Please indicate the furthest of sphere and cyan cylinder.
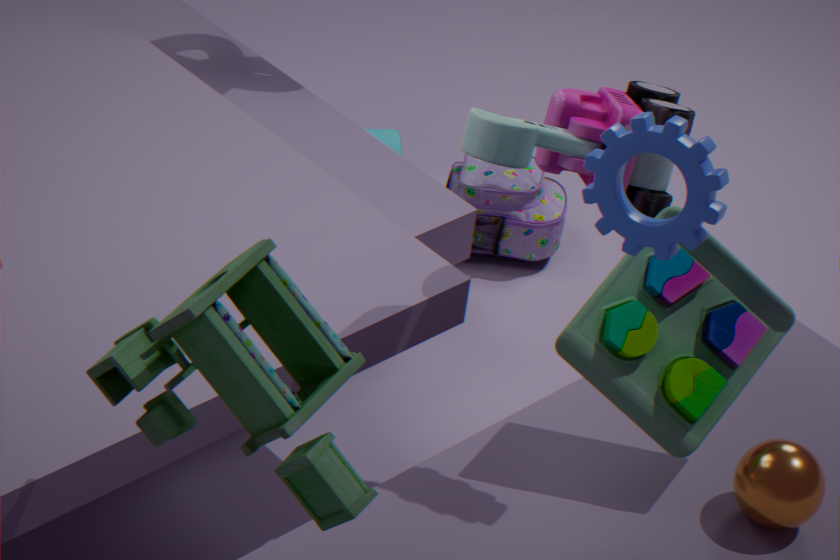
cyan cylinder
